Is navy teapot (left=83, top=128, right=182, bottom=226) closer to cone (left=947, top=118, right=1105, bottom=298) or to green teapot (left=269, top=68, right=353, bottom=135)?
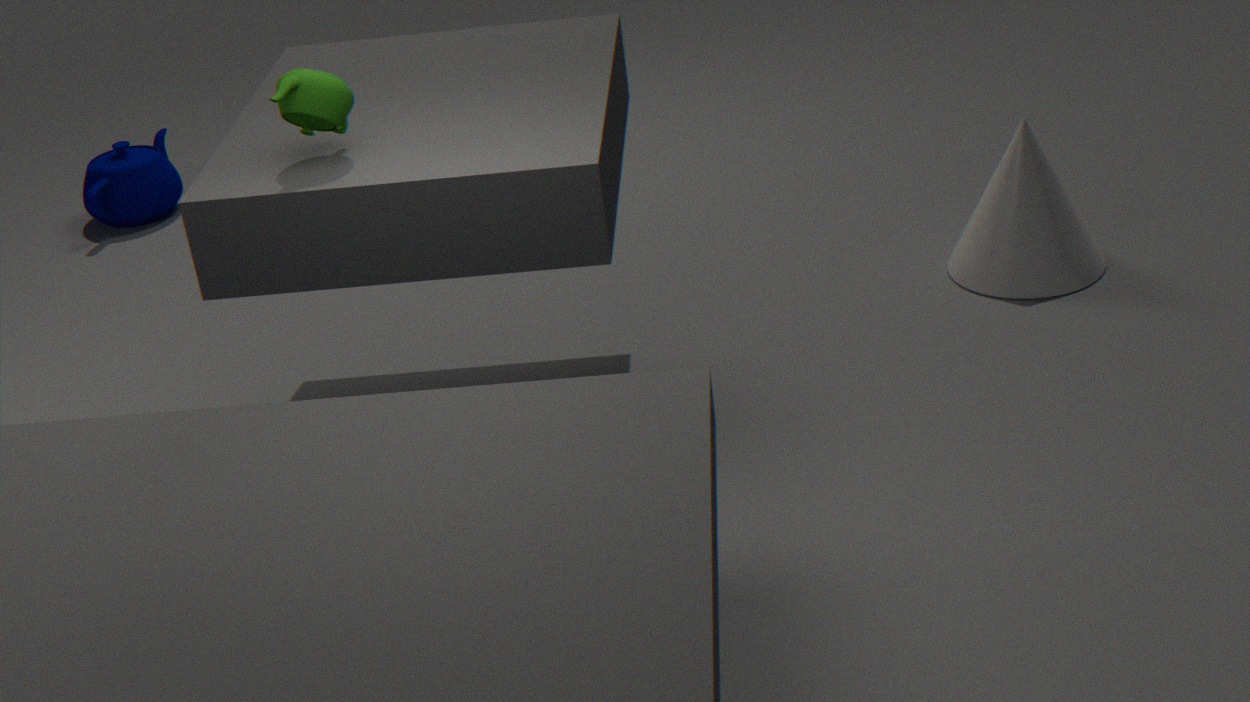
green teapot (left=269, top=68, right=353, bottom=135)
